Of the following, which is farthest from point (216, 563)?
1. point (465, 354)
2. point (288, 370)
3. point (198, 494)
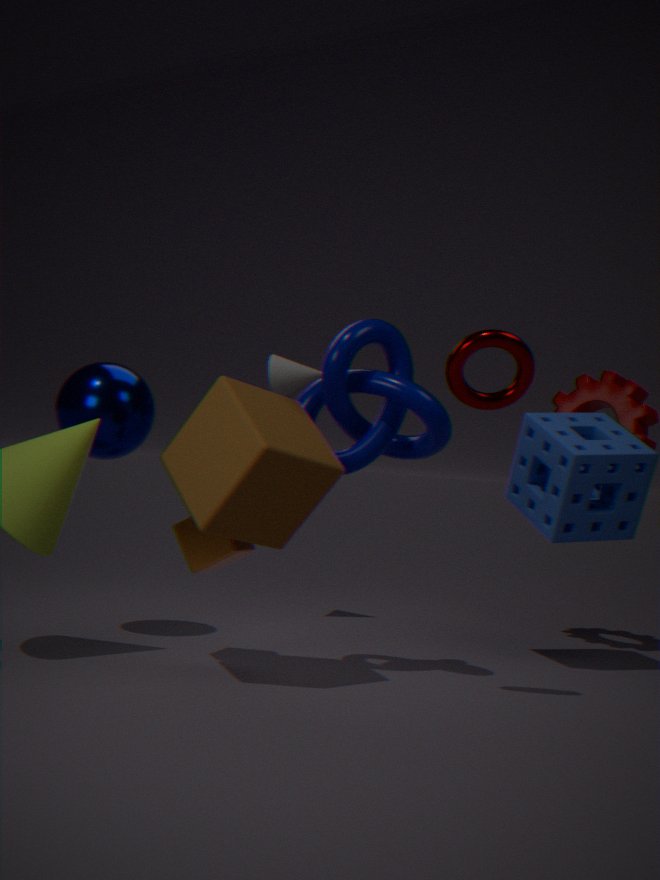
point (465, 354)
